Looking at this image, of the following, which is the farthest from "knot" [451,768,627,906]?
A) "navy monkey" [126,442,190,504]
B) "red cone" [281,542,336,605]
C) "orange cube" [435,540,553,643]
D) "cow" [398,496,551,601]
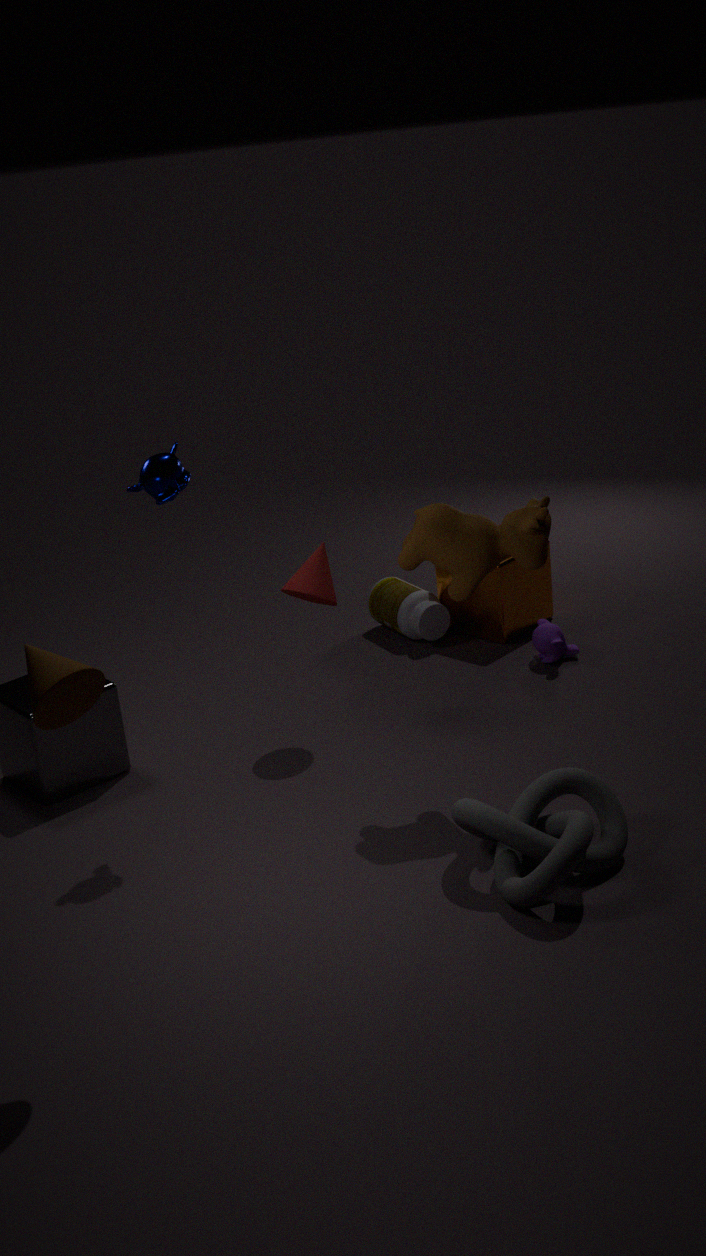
"orange cube" [435,540,553,643]
